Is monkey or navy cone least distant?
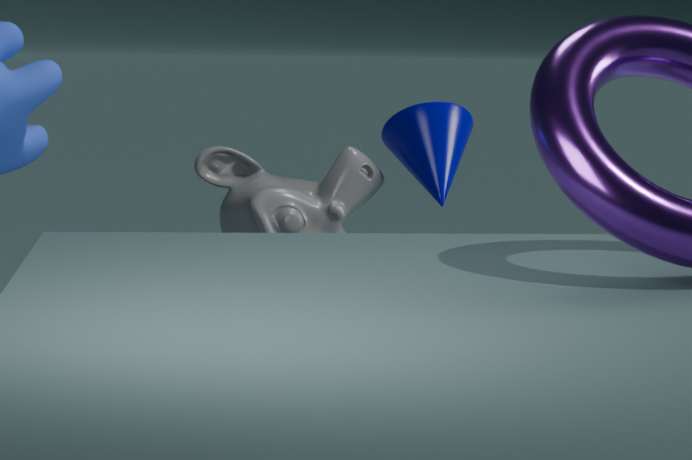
monkey
